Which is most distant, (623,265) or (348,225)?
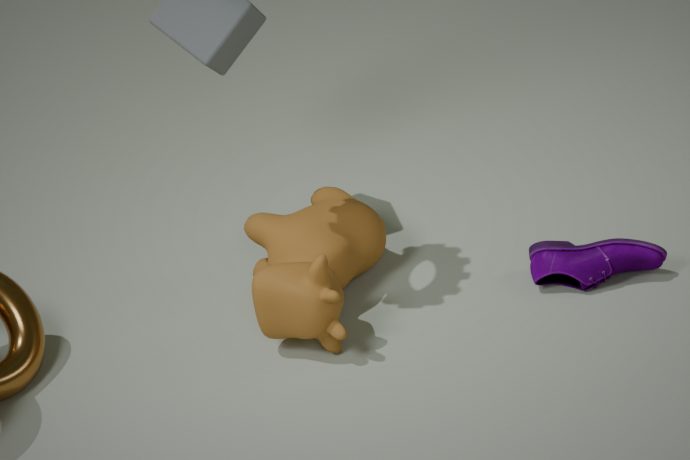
(348,225)
